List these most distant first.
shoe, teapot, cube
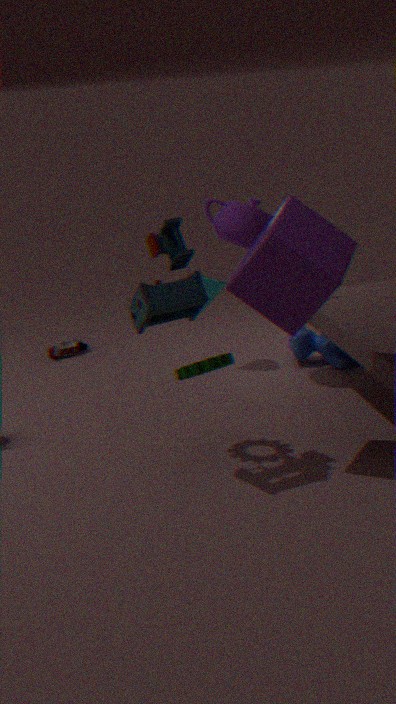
shoe → teapot → cube
